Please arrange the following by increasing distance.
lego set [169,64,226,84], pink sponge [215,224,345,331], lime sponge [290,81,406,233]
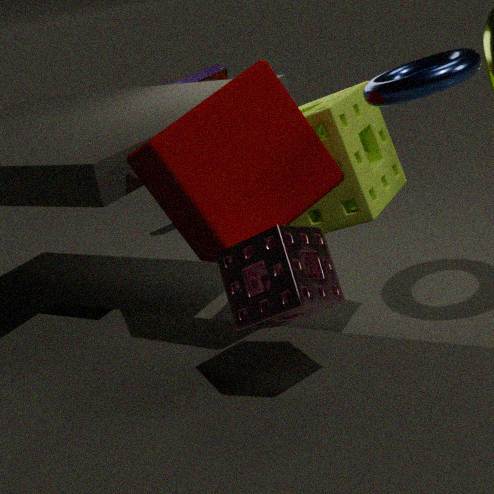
1. pink sponge [215,224,345,331]
2. lime sponge [290,81,406,233]
3. lego set [169,64,226,84]
